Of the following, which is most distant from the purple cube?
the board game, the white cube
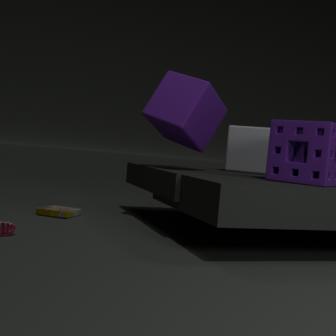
the board game
